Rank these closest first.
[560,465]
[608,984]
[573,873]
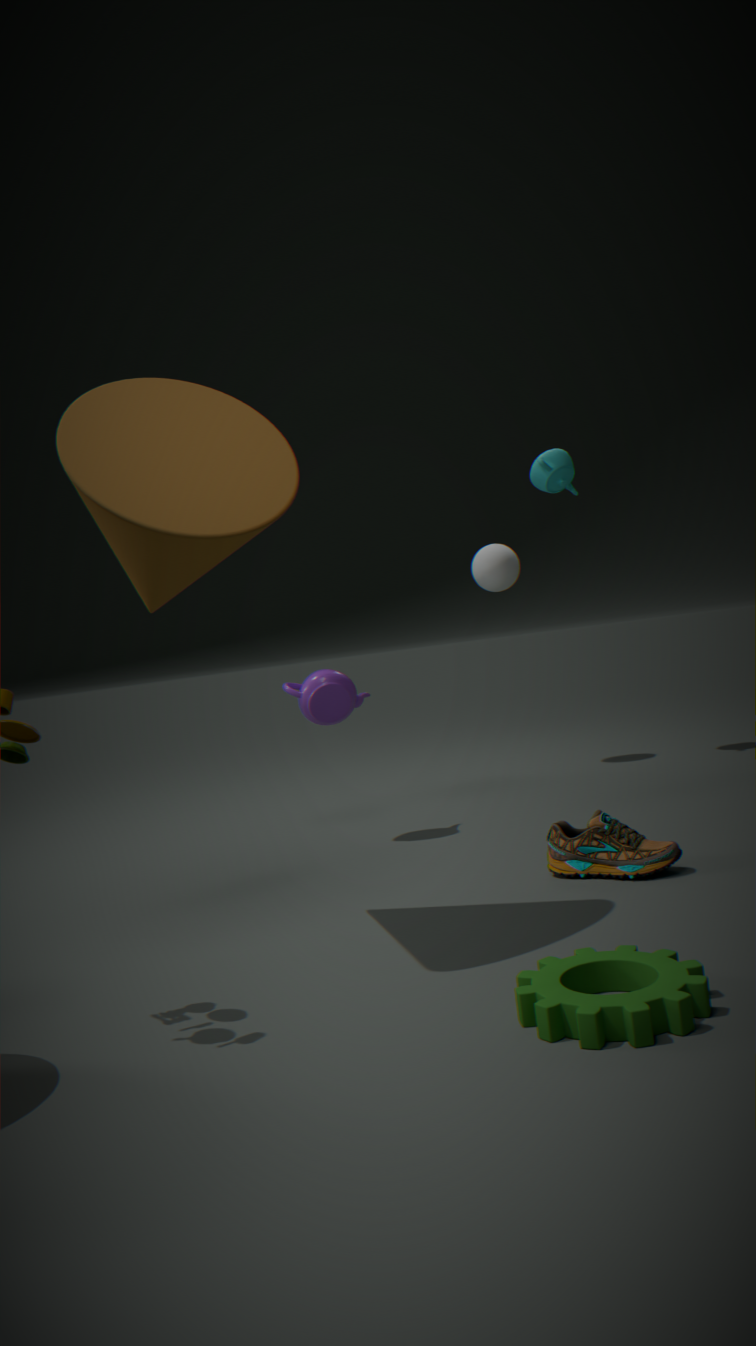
1. [608,984]
2. [573,873]
3. [560,465]
